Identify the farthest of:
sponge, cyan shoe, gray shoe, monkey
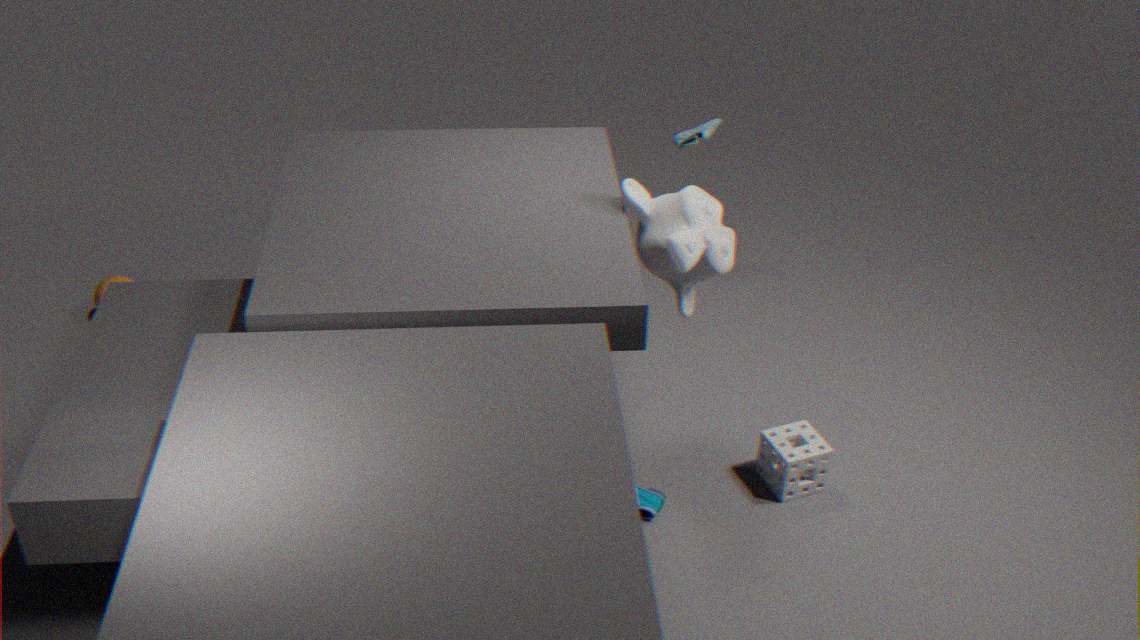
gray shoe
